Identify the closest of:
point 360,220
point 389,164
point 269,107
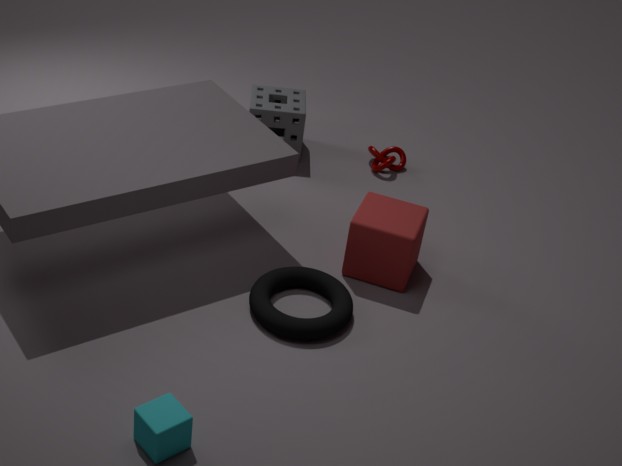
point 360,220
